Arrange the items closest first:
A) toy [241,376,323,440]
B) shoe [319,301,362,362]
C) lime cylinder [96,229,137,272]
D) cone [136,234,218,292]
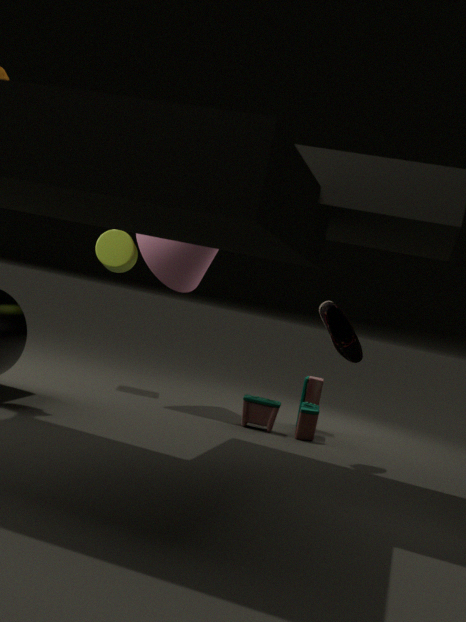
shoe [319,301,362,362]
toy [241,376,323,440]
cone [136,234,218,292]
lime cylinder [96,229,137,272]
